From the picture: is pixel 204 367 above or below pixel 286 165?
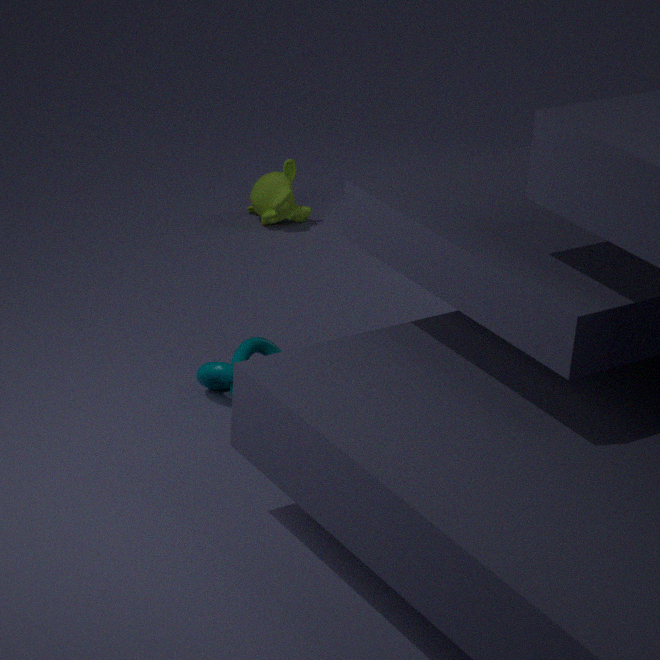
below
